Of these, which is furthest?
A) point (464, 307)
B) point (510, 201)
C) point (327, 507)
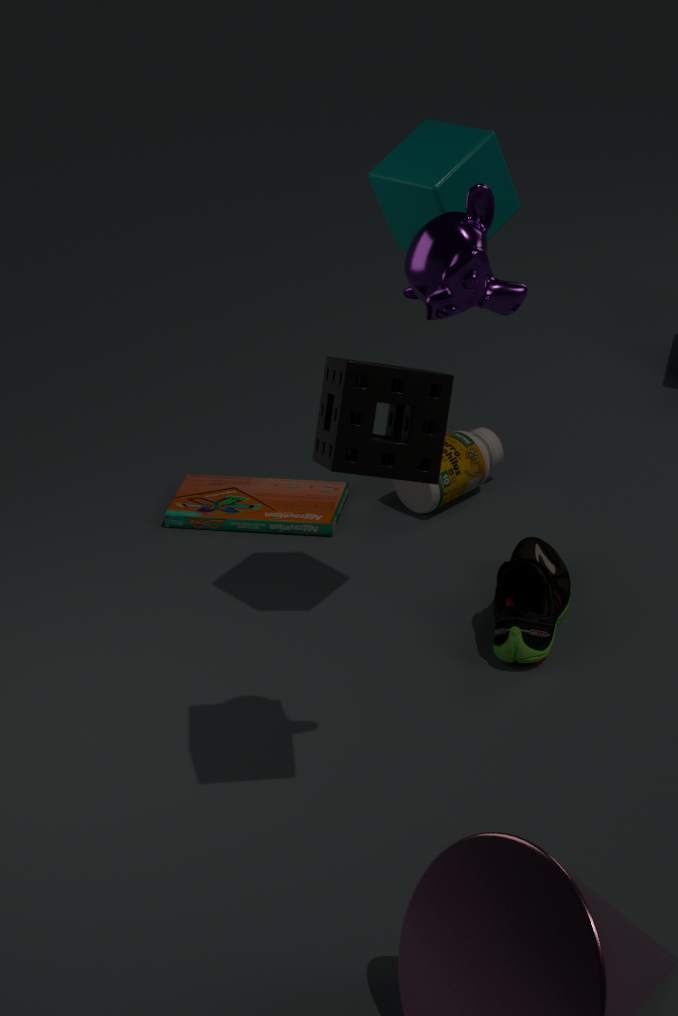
point (327, 507)
